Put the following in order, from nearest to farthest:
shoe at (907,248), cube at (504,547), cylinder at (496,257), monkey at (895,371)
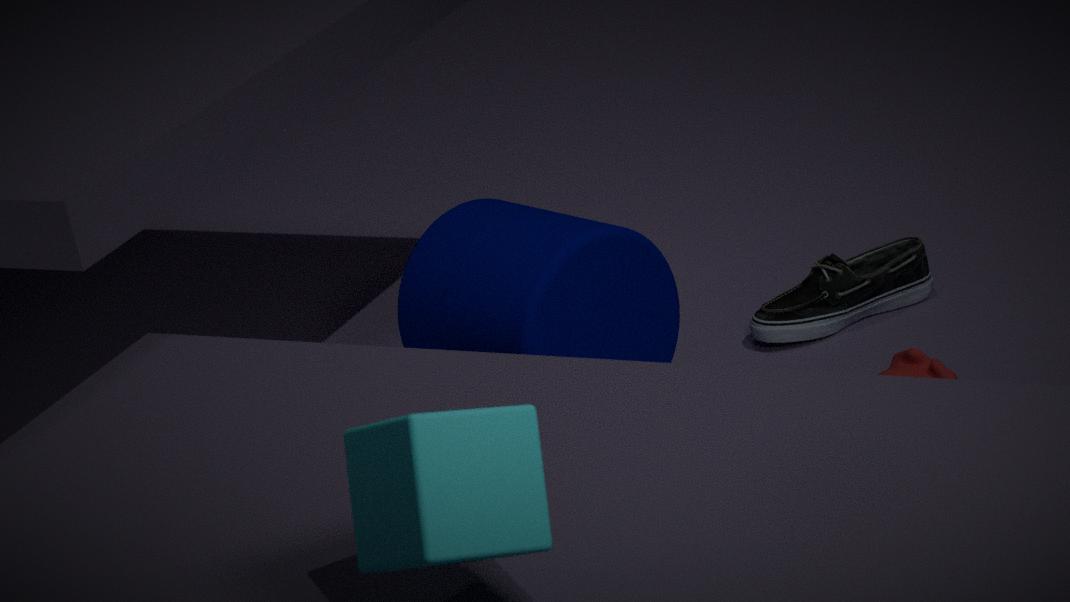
cube at (504,547)
monkey at (895,371)
cylinder at (496,257)
shoe at (907,248)
